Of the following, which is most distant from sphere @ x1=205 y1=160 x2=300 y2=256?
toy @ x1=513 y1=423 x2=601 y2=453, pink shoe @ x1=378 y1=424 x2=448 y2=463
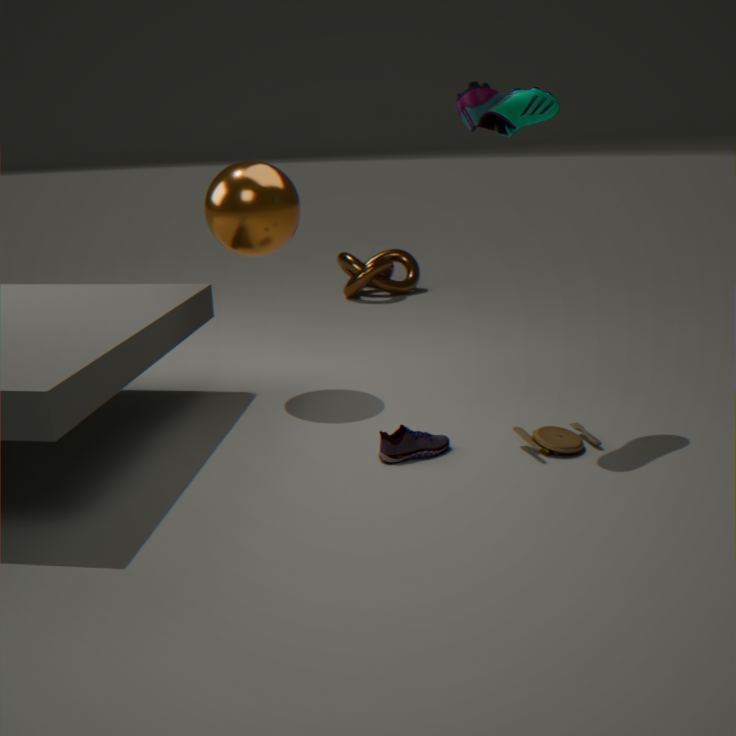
toy @ x1=513 y1=423 x2=601 y2=453
